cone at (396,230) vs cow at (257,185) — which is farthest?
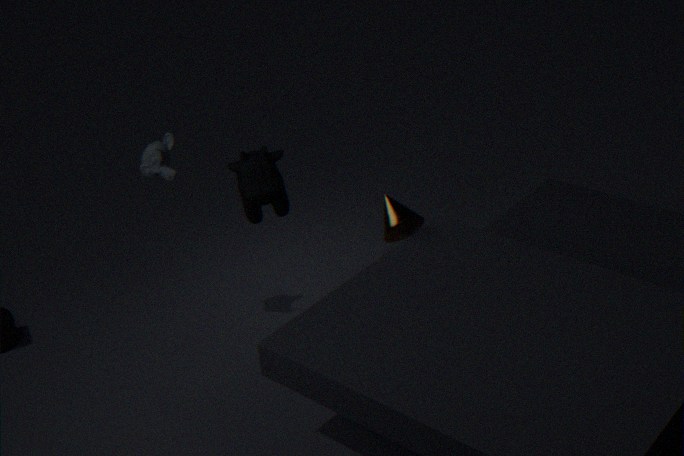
cone at (396,230)
